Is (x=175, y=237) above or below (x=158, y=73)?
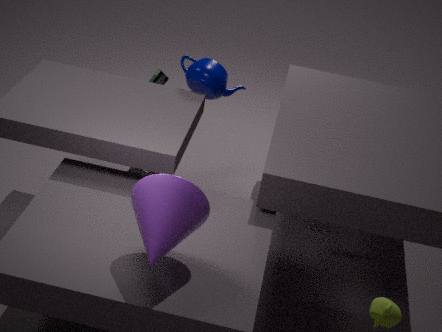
above
